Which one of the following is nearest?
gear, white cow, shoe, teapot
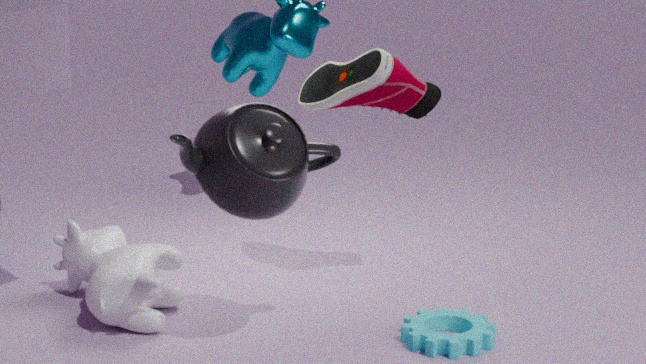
teapot
